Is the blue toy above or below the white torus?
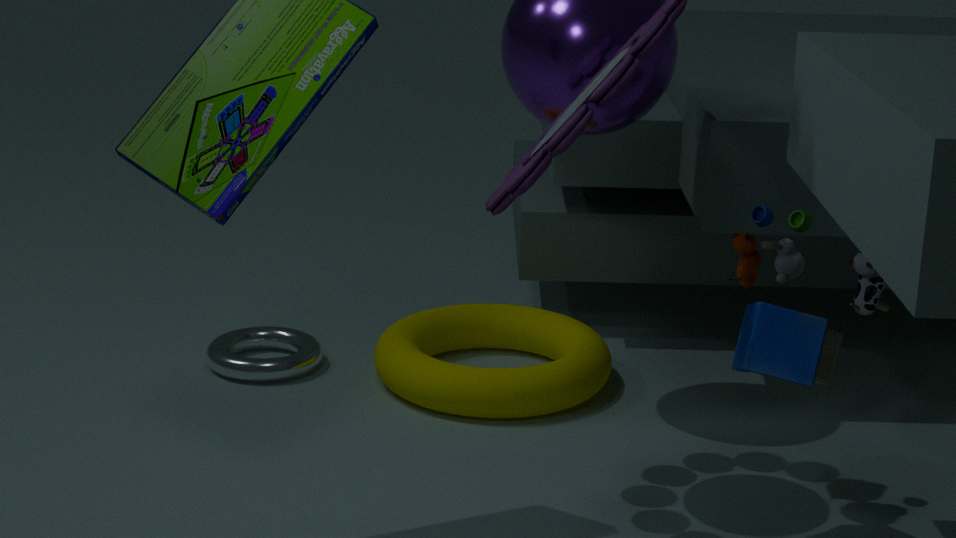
above
